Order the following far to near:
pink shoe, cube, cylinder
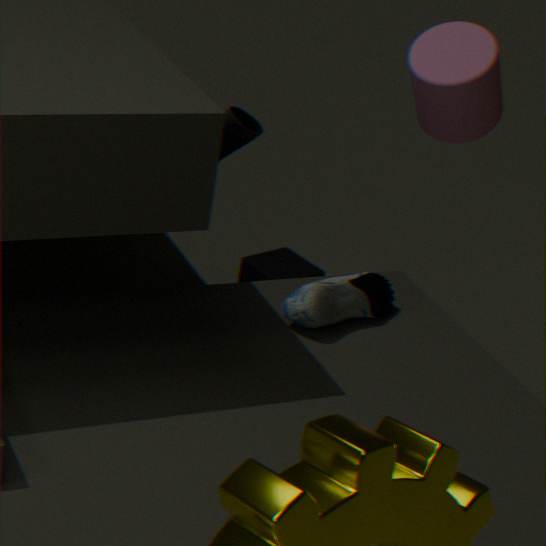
1. cube
2. pink shoe
3. cylinder
